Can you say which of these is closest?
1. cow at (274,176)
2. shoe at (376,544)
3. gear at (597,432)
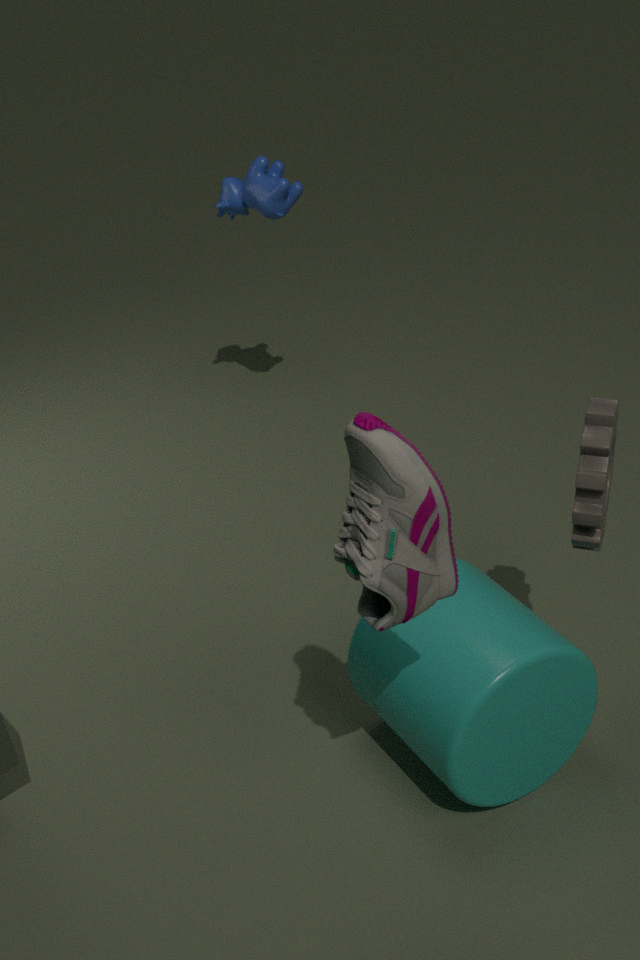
shoe at (376,544)
